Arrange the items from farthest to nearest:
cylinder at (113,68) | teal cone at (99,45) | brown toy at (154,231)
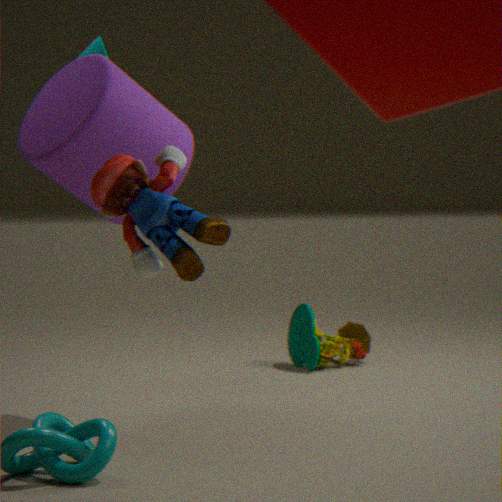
teal cone at (99,45) < cylinder at (113,68) < brown toy at (154,231)
